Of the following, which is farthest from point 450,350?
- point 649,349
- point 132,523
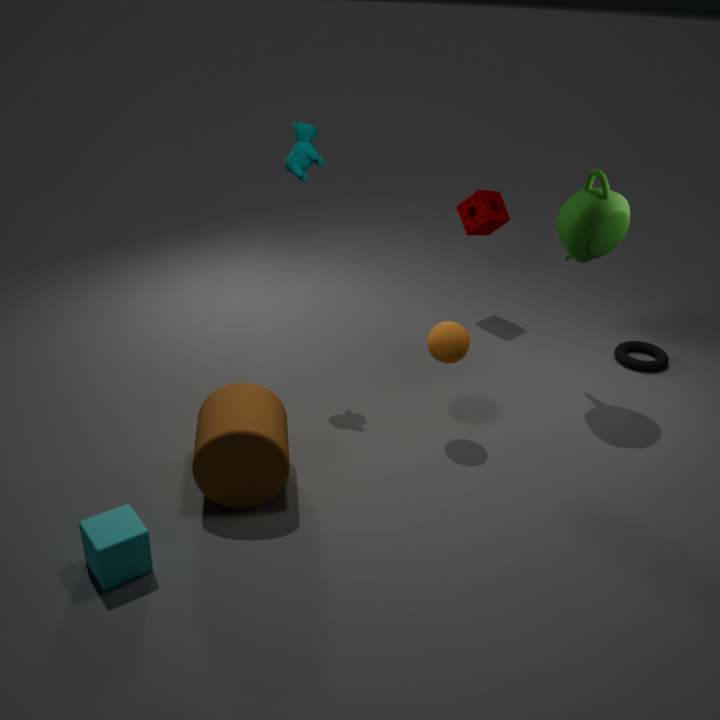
point 132,523
